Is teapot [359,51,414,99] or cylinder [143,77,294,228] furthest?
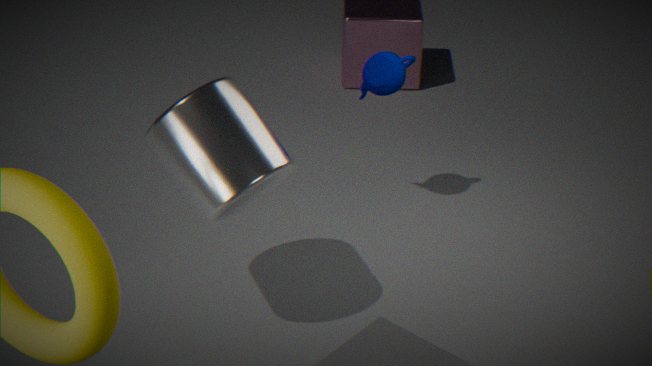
teapot [359,51,414,99]
